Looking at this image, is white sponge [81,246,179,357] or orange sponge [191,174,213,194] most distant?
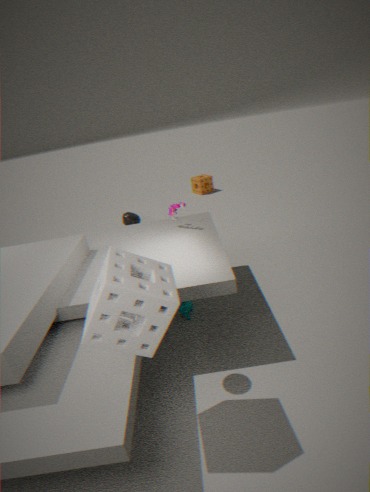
orange sponge [191,174,213,194]
